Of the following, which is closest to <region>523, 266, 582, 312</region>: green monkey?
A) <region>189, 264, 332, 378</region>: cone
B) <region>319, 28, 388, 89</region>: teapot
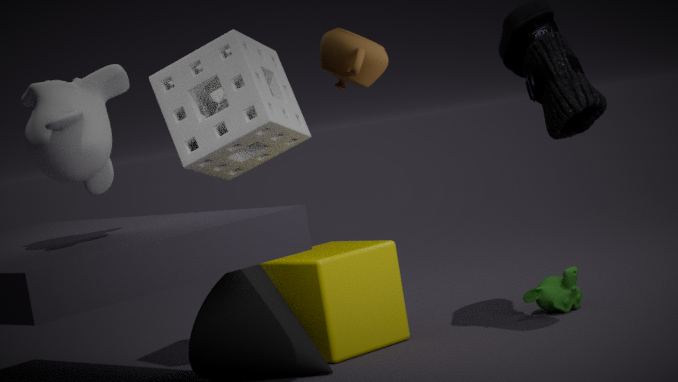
<region>189, 264, 332, 378</region>: cone
